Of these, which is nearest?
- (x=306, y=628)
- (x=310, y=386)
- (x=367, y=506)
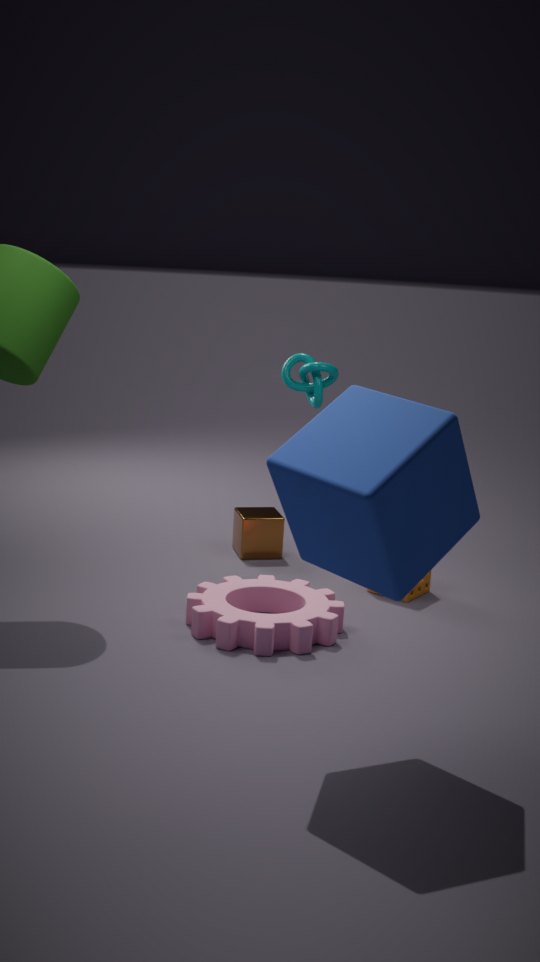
(x=367, y=506)
